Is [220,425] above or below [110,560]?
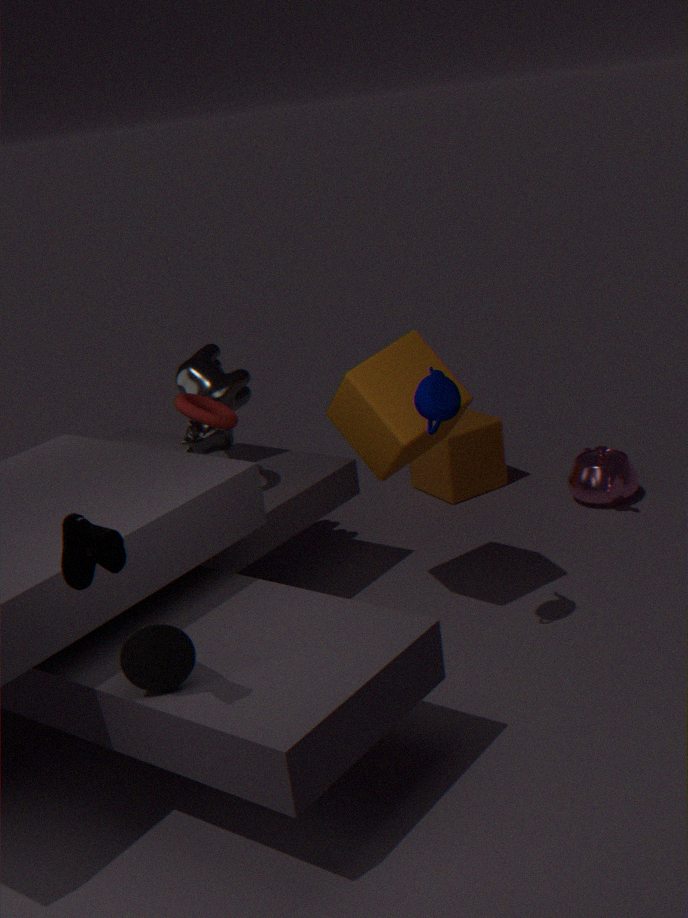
below
